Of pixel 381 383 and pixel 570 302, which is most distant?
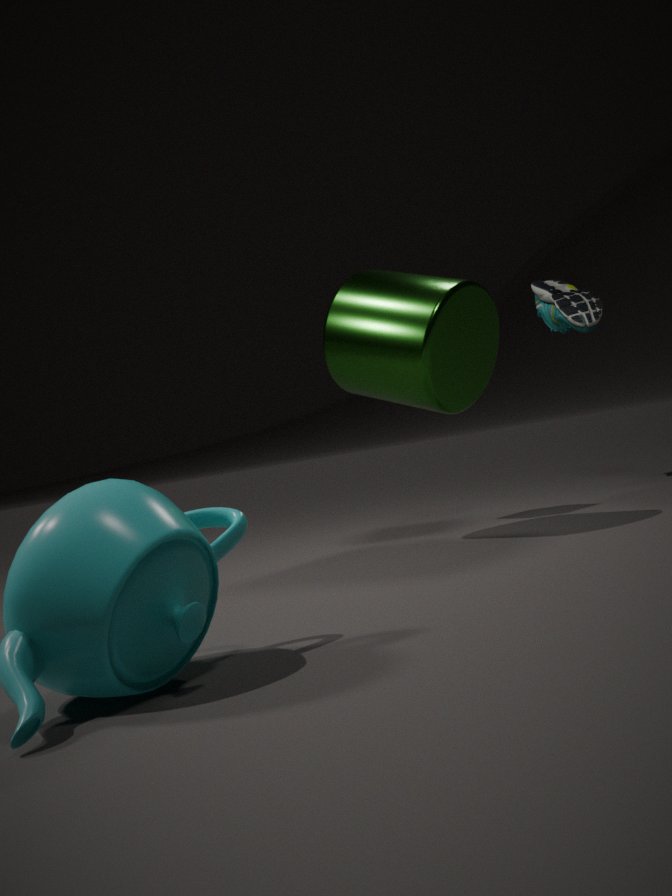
pixel 570 302
